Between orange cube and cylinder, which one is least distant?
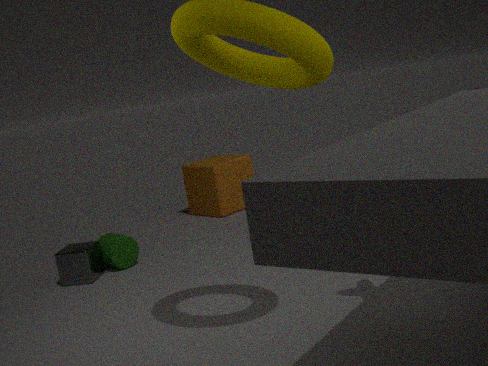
cylinder
